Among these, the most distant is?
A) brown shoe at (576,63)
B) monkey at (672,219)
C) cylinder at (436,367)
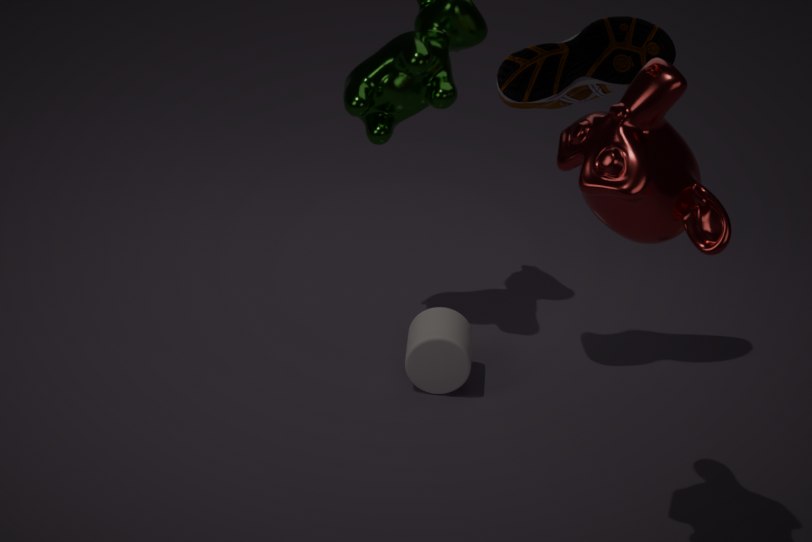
cylinder at (436,367)
